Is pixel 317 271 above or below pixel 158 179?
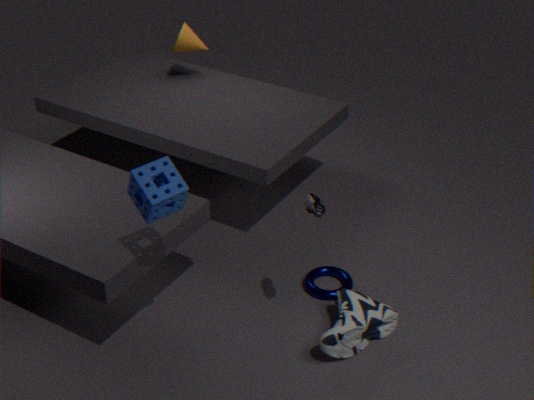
below
